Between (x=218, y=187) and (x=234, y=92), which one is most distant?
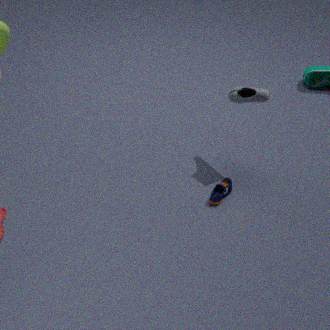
(x=234, y=92)
